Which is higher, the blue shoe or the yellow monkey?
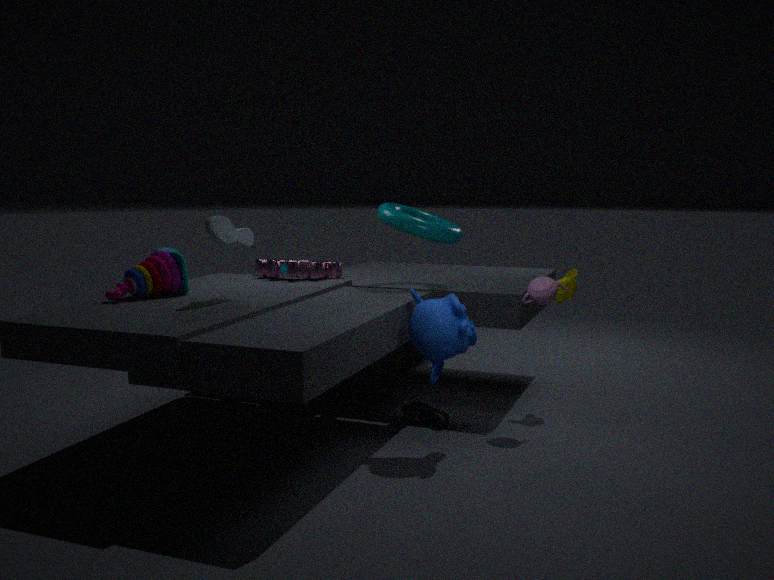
the yellow monkey
